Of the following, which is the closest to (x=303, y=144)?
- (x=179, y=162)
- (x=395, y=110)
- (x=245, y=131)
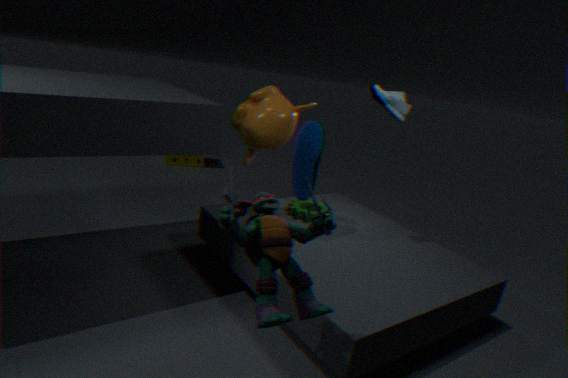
(x=245, y=131)
